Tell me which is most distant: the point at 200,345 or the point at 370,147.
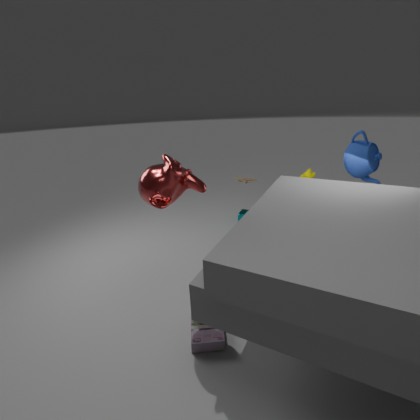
the point at 370,147
